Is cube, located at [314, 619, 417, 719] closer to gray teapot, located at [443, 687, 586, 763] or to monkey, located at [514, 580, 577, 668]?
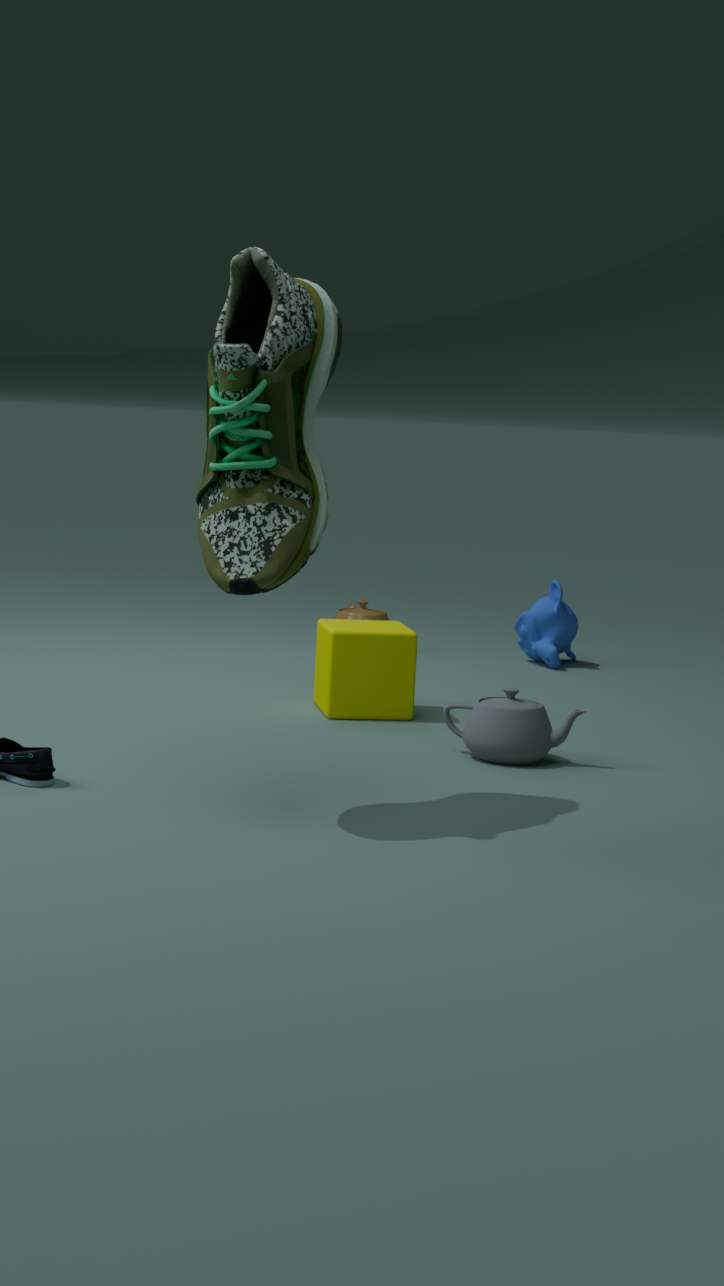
gray teapot, located at [443, 687, 586, 763]
